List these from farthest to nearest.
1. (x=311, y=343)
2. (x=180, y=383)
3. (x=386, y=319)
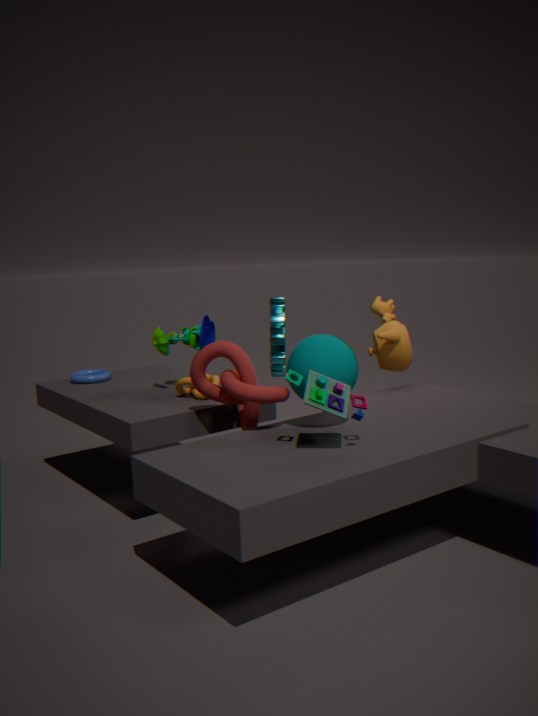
(x=386, y=319) → (x=180, y=383) → (x=311, y=343)
